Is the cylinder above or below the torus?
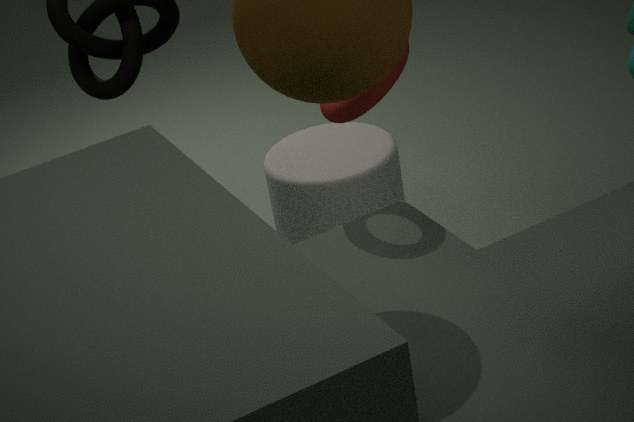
below
